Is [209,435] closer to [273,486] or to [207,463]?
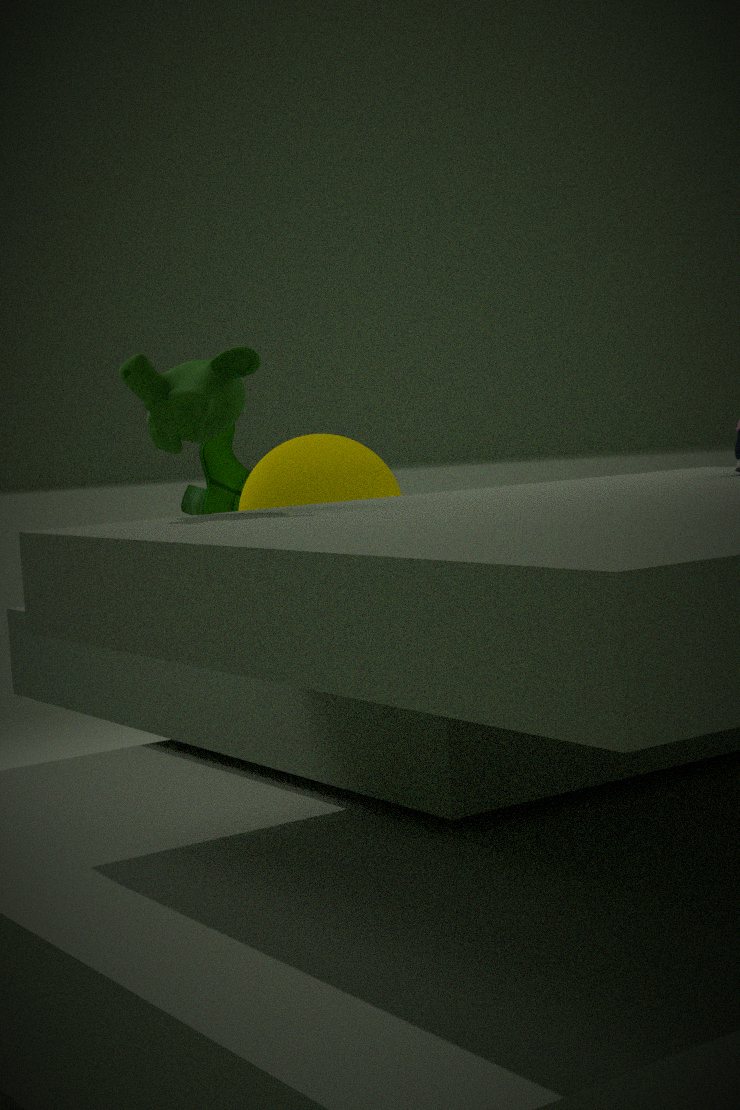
[273,486]
